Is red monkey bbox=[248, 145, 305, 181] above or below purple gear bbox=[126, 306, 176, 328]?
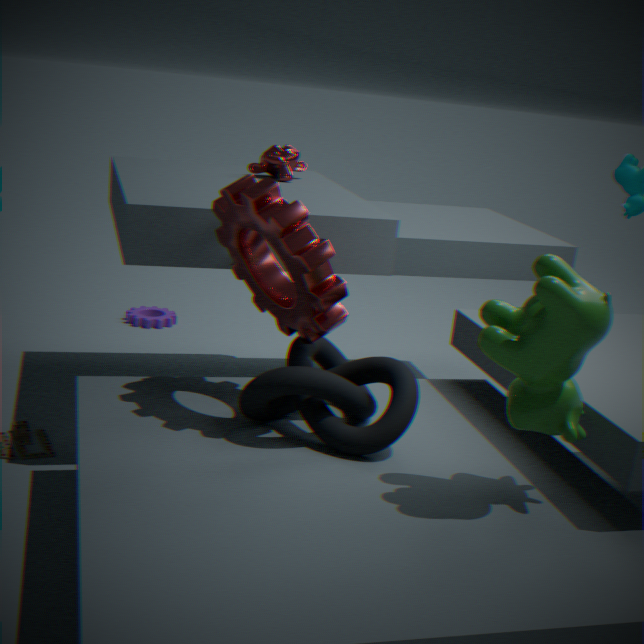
above
